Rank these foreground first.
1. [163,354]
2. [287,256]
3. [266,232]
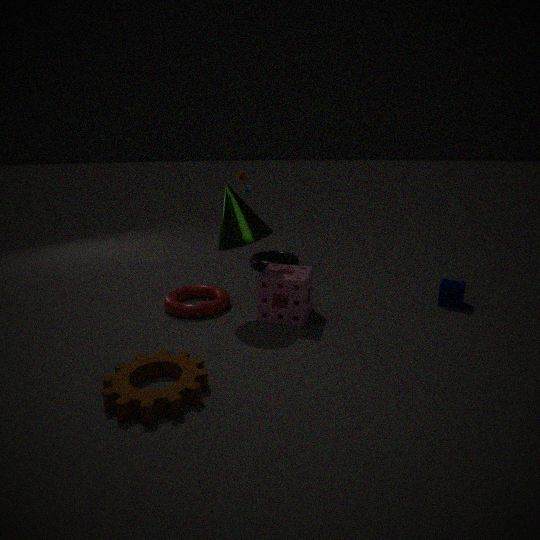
[163,354]
[266,232]
[287,256]
